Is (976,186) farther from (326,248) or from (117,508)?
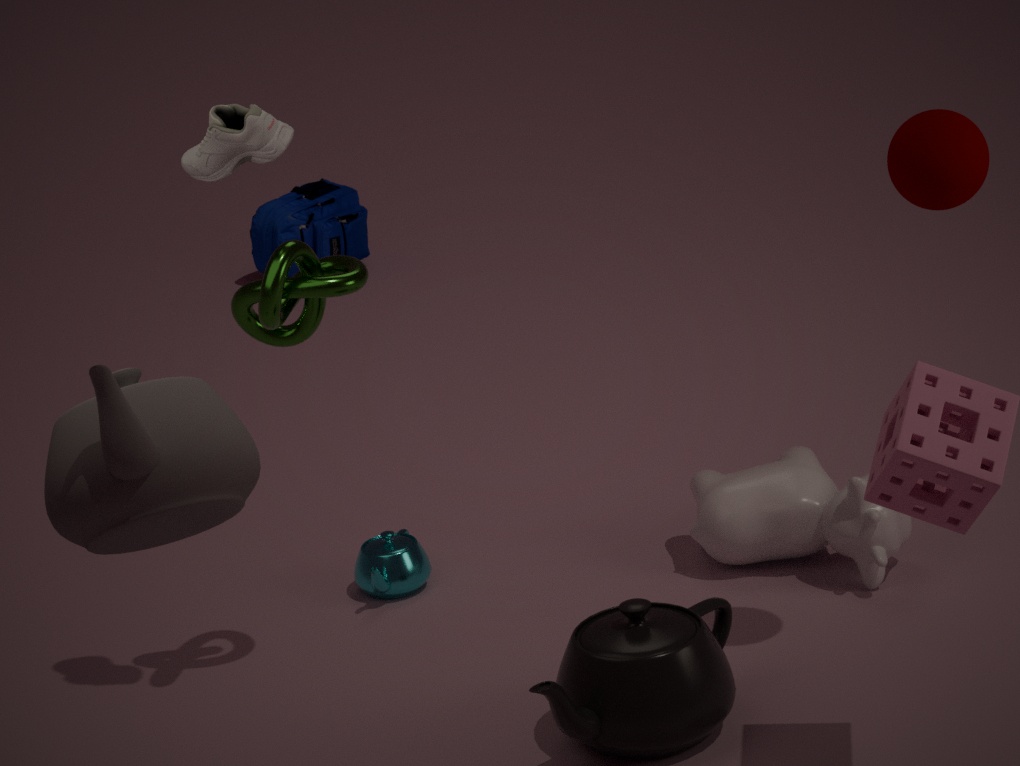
A: (326,248)
